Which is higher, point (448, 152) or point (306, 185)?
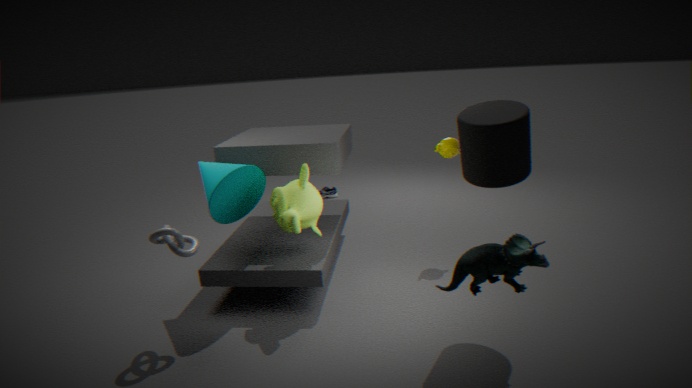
point (448, 152)
